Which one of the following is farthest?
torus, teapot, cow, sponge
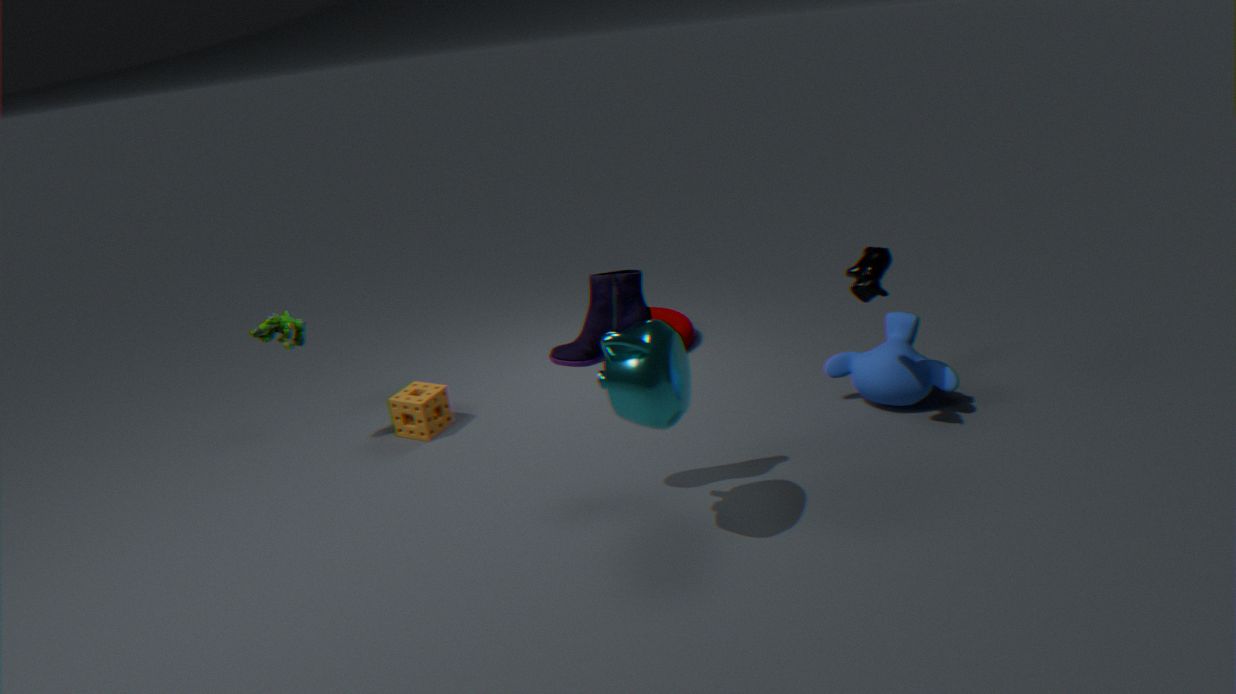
torus
